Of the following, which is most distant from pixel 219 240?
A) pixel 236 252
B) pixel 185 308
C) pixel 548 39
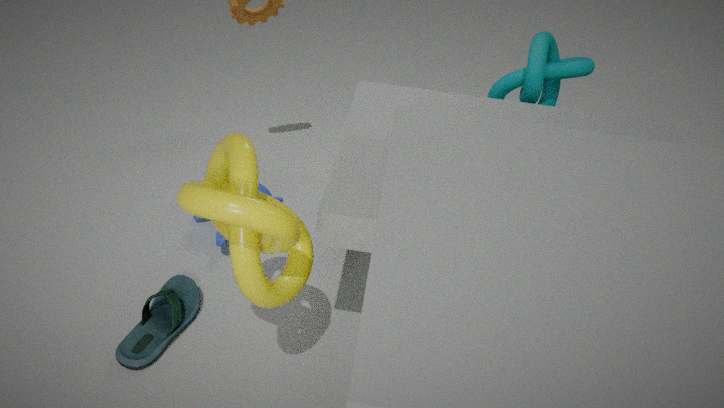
pixel 548 39
